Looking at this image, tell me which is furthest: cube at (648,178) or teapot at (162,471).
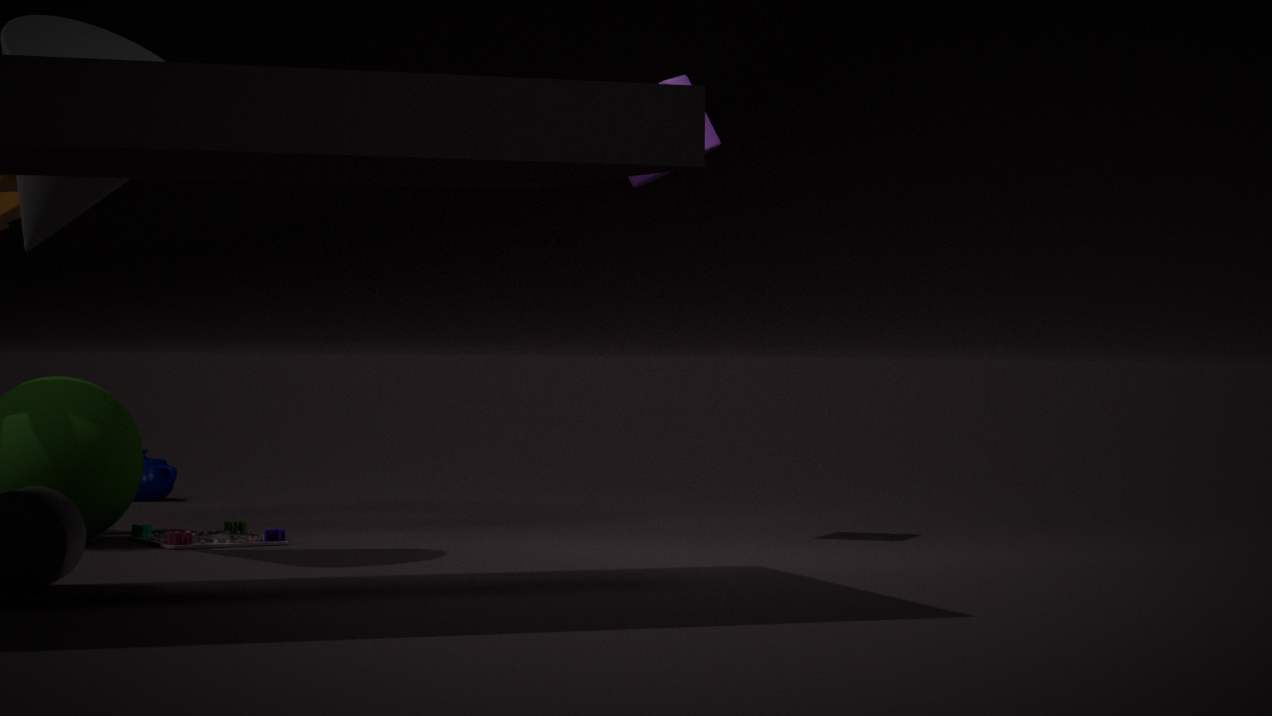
teapot at (162,471)
